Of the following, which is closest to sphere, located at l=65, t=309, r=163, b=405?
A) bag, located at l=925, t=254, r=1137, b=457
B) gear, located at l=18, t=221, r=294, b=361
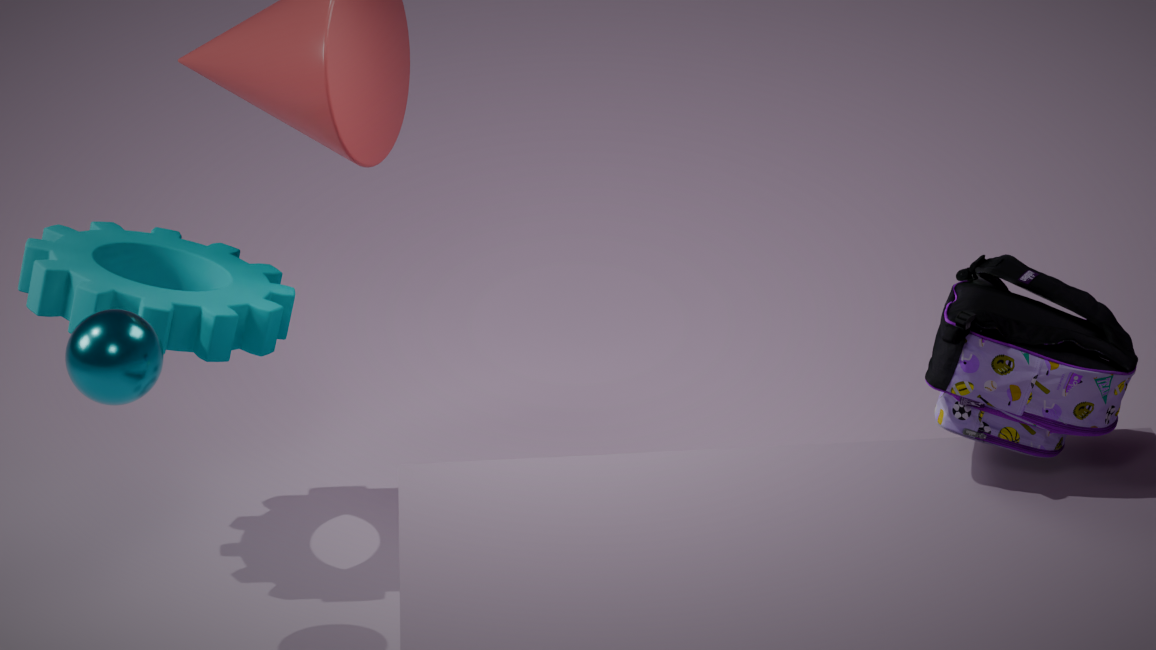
gear, located at l=18, t=221, r=294, b=361
